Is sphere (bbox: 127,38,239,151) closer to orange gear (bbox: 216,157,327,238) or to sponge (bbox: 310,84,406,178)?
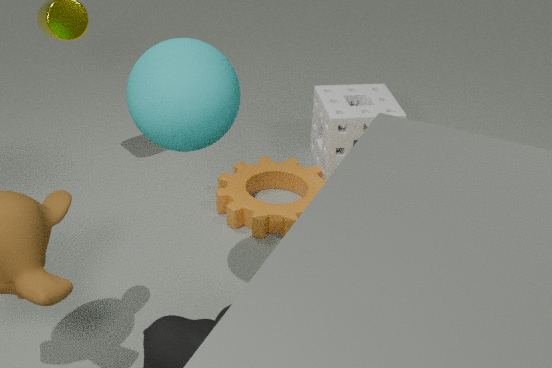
orange gear (bbox: 216,157,327,238)
